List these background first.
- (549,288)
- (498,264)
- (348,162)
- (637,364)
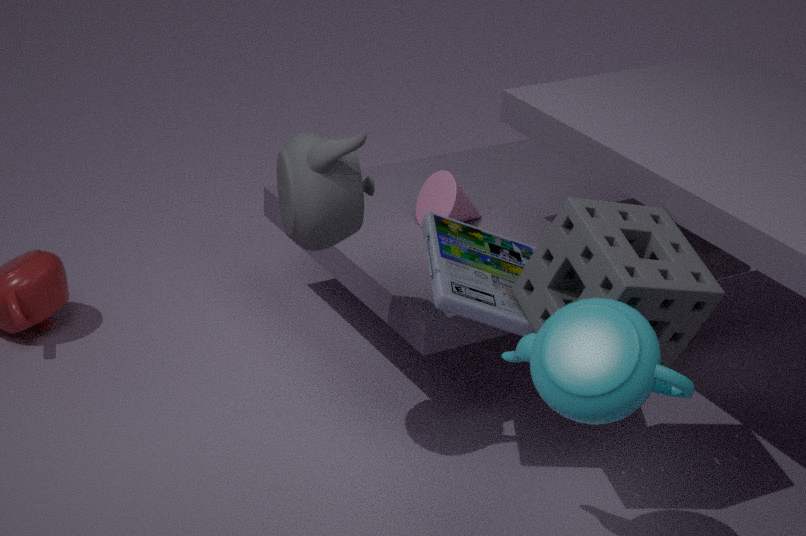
(498,264), (549,288), (348,162), (637,364)
